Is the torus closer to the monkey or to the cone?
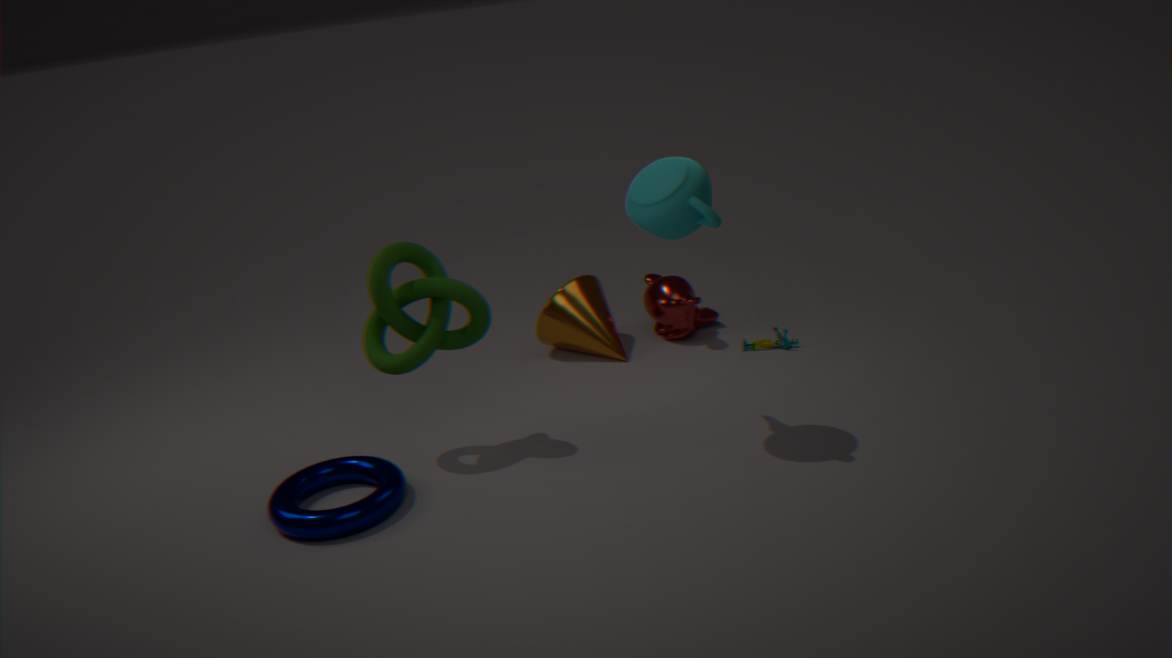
the cone
